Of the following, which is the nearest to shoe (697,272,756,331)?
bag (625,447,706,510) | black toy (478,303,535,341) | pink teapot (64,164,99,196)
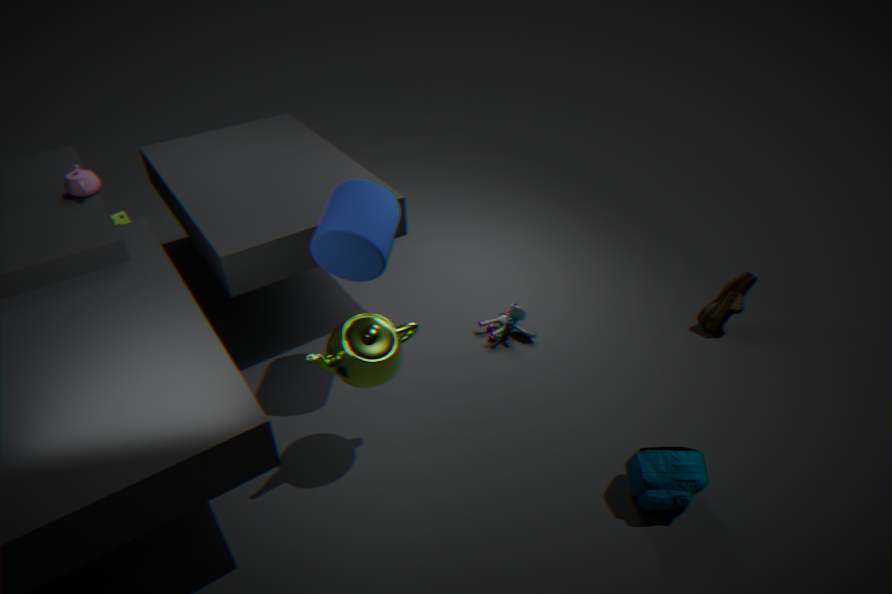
black toy (478,303,535,341)
